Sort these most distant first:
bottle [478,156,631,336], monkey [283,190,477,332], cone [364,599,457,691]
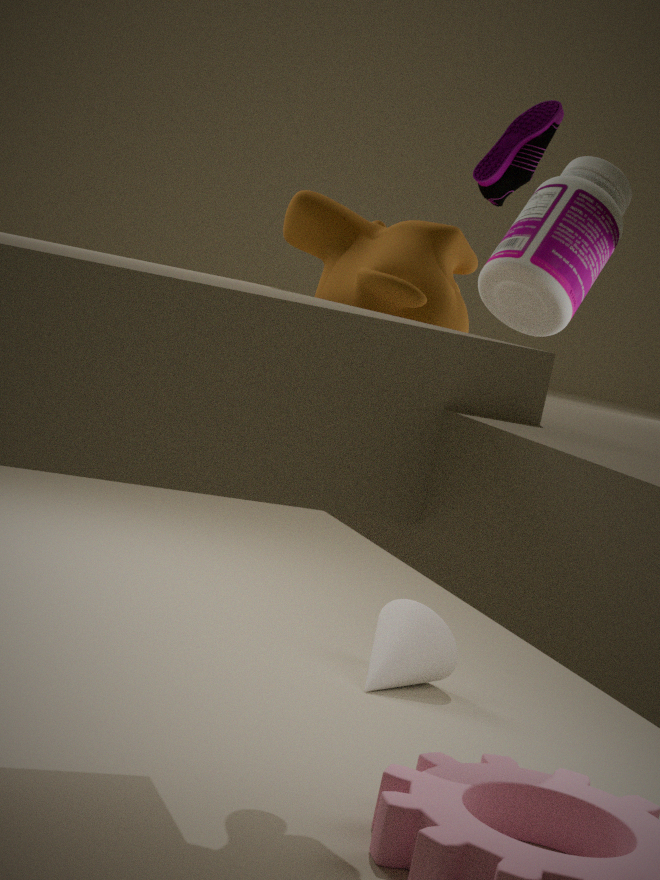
1. cone [364,599,457,691]
2. bottle [478,156,631,336]
3. monkey [283,190,477,332]
